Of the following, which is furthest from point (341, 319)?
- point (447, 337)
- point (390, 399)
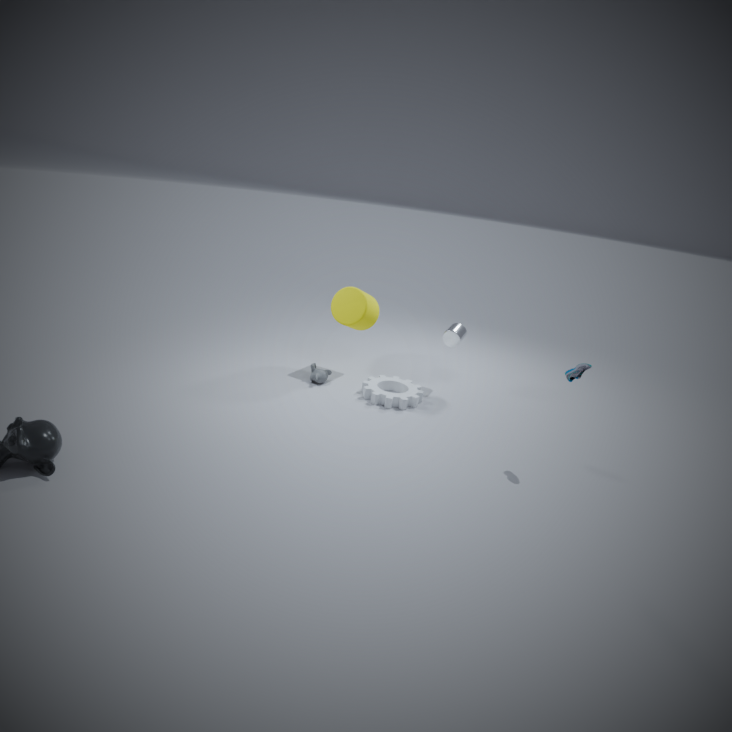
point (447, 337)
